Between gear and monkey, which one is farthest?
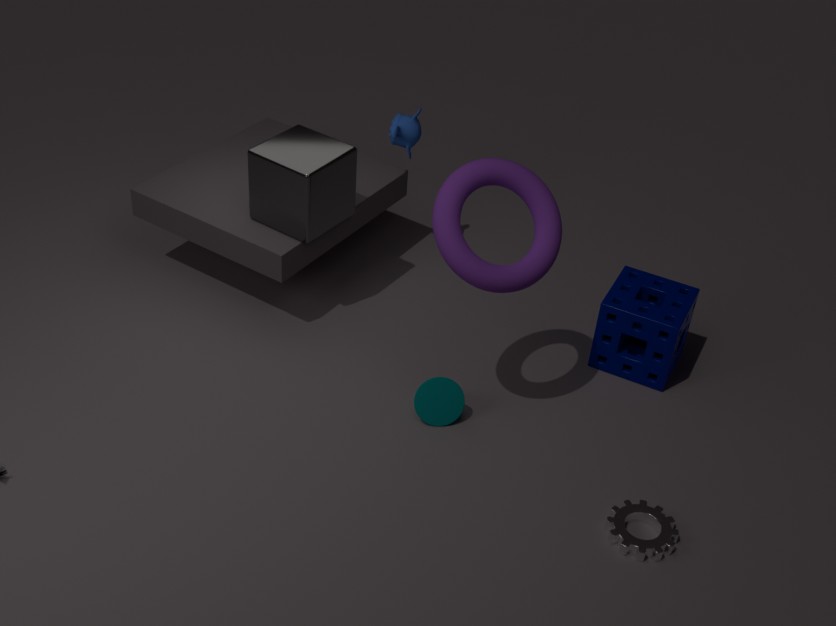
monkey
